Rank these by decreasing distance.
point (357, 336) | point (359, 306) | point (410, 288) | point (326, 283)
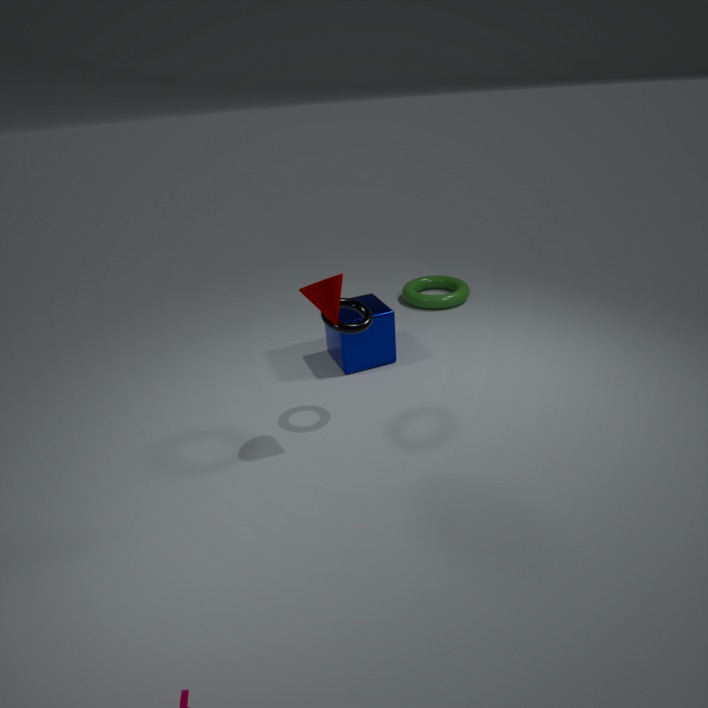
point (410, 288) < point (357, 336) < point (359, 306) < point (326, 283)
